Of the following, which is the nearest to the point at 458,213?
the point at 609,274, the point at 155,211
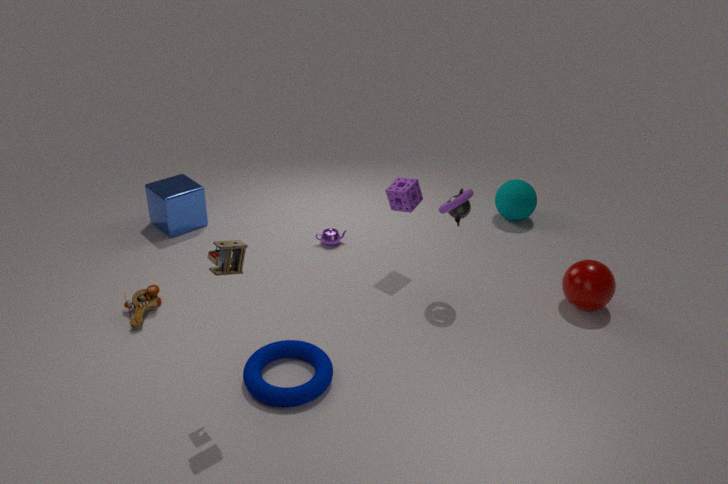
the point at 609,274
